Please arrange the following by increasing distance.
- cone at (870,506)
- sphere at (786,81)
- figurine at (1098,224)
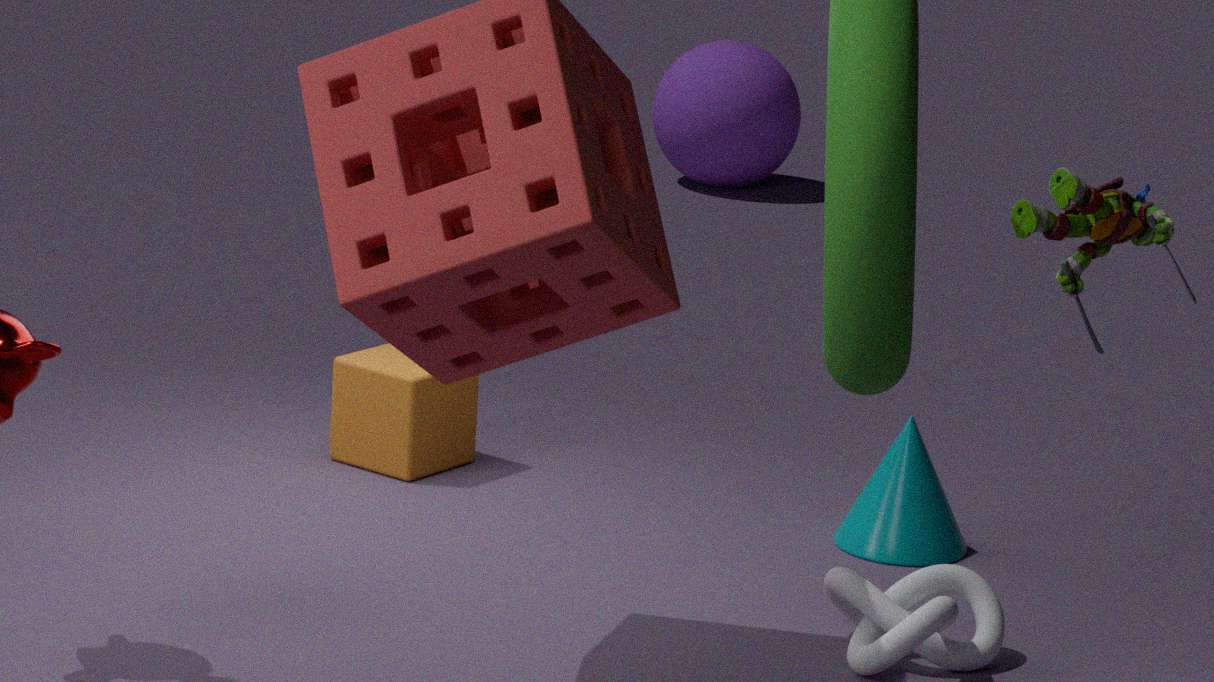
figurine at (1098,224) → cone at (870,506) → sphere at (786,81)
